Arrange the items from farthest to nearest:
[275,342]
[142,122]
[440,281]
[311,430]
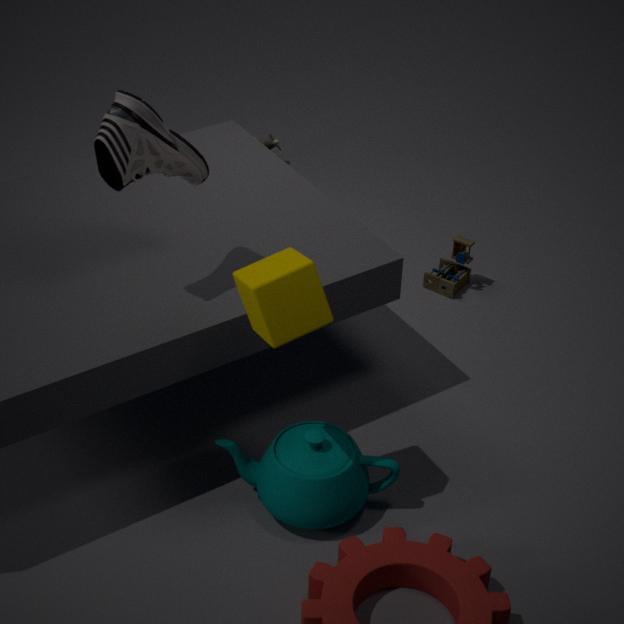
[440,281], [311,430], [142,122], [275,342]
